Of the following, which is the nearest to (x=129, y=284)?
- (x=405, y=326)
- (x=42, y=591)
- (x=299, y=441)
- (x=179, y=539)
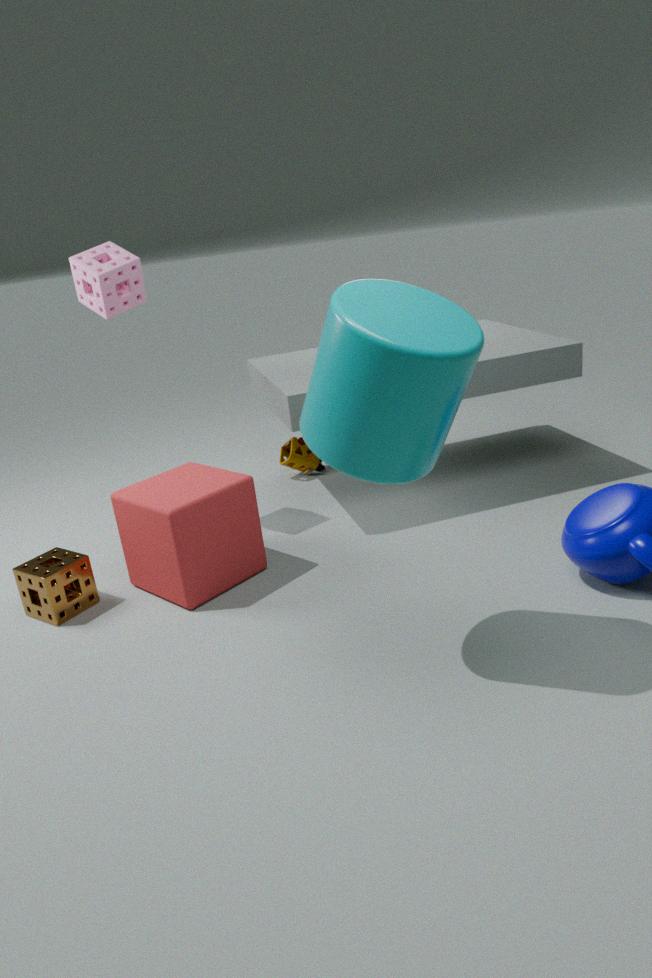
(x=179, y=539)
